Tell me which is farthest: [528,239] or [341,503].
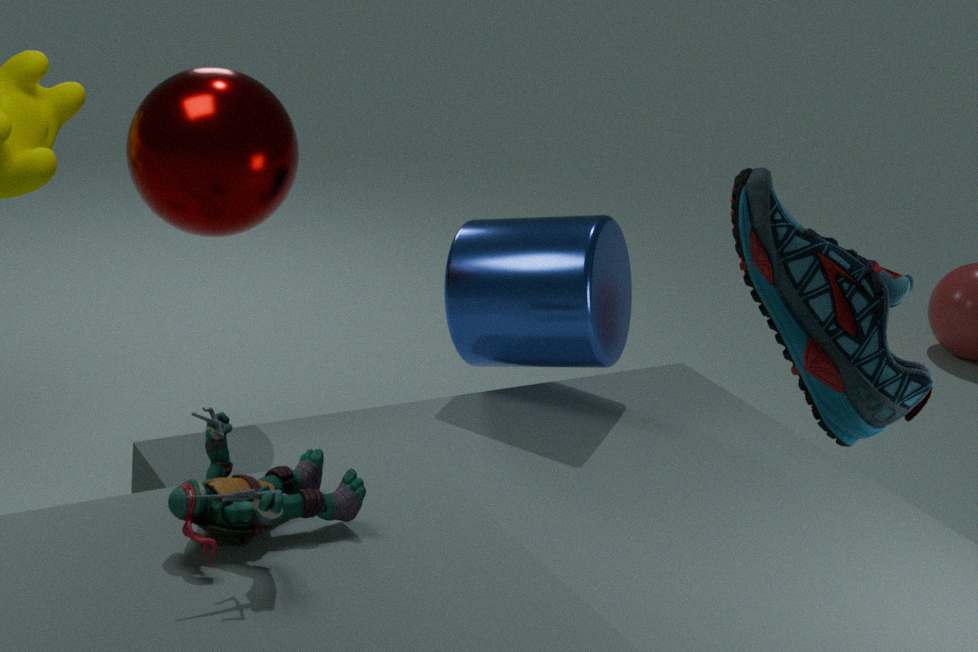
[528,239]
